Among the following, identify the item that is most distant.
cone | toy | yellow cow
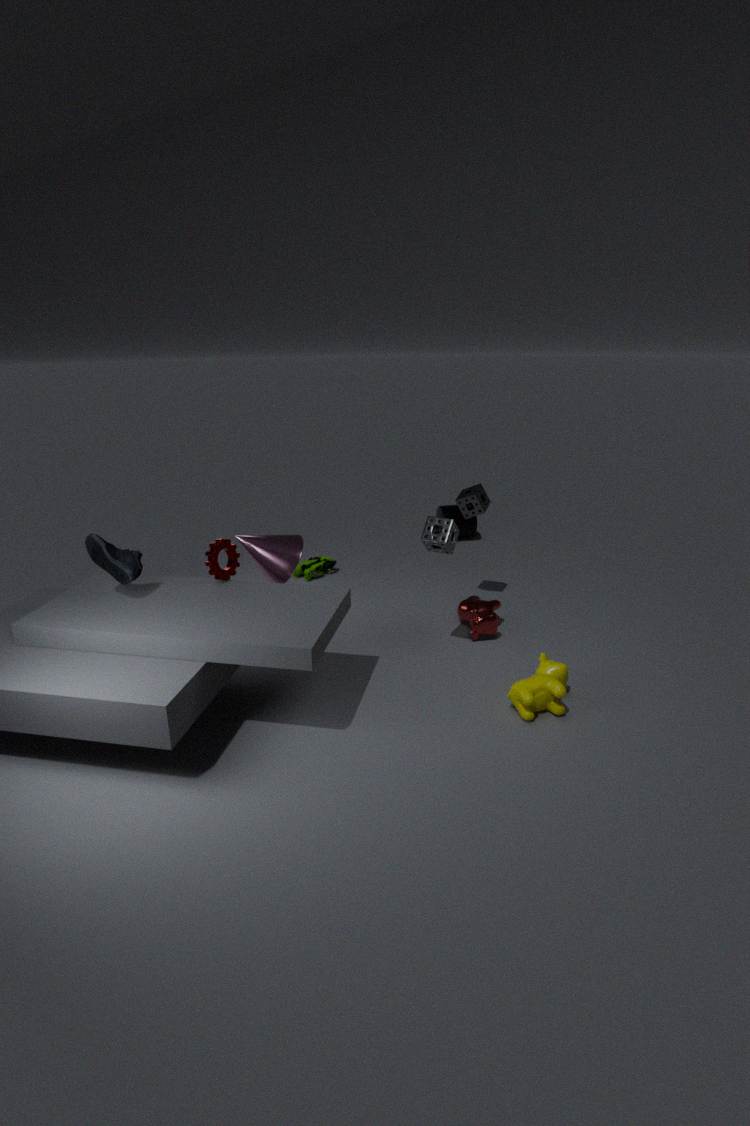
toy
